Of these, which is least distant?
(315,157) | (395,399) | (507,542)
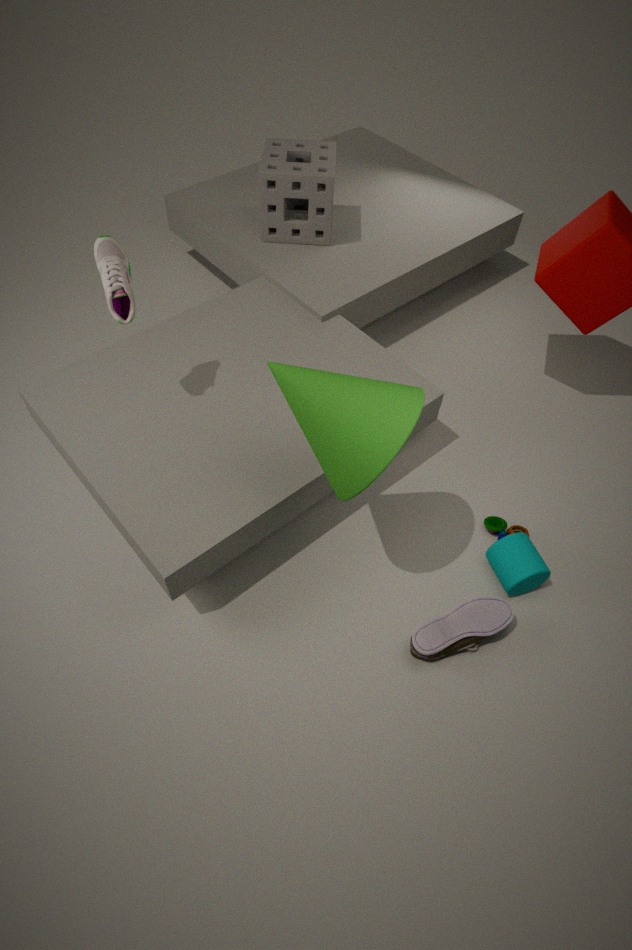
(395,399)
